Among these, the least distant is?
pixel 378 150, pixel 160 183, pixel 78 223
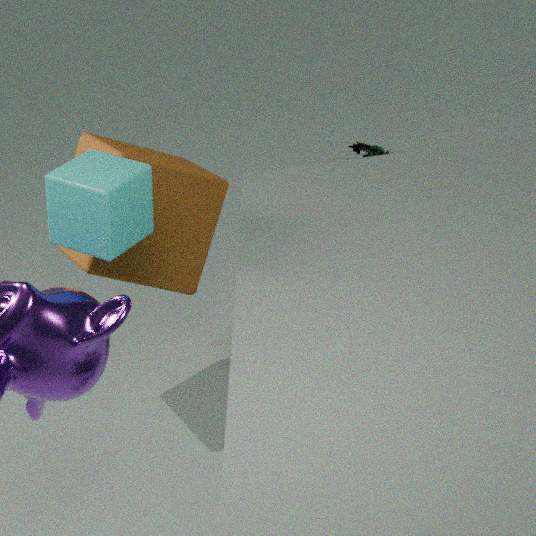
pixel 78 223
